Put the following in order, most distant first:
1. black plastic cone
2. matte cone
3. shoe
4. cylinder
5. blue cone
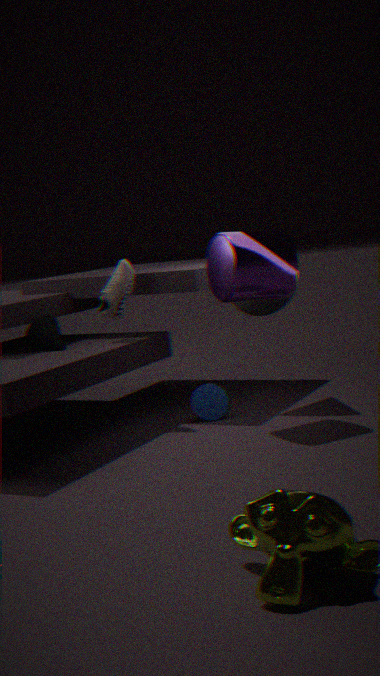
blue cone, shoe, black plastic cone, matte cone, cylinder
